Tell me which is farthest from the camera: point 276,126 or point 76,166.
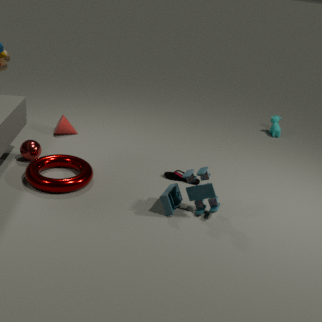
point 276,126
